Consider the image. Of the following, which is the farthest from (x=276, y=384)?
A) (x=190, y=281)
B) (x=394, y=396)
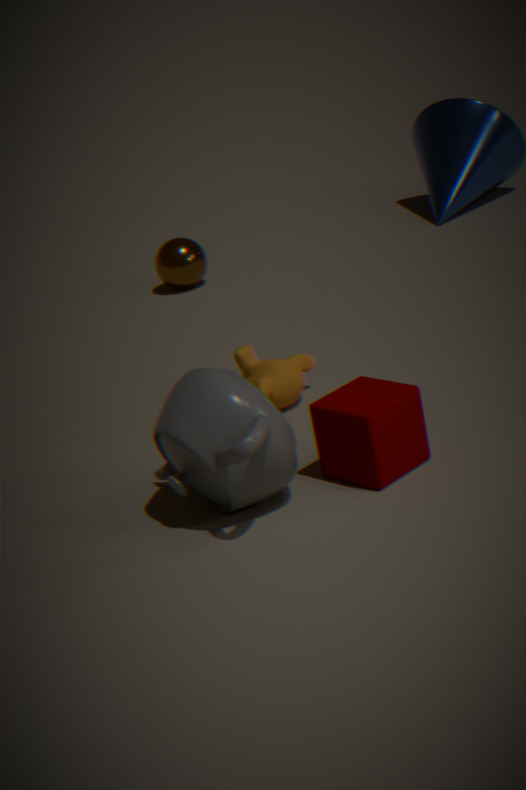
(x=190, y=281)
